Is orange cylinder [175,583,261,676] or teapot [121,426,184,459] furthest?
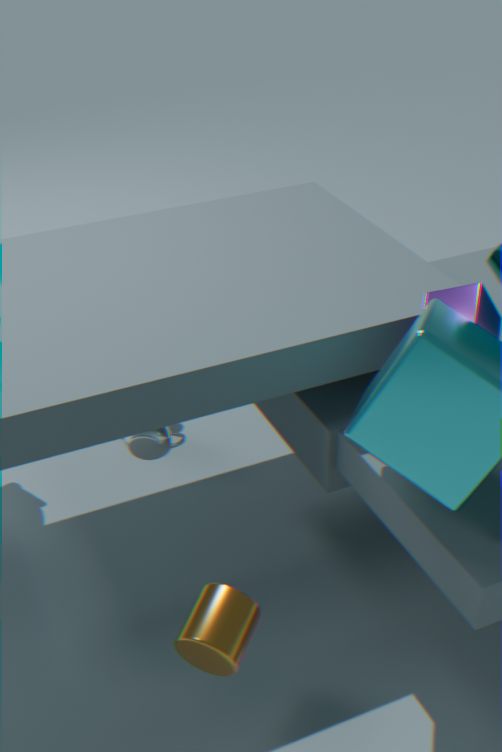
teapot [121,426,184,459]
